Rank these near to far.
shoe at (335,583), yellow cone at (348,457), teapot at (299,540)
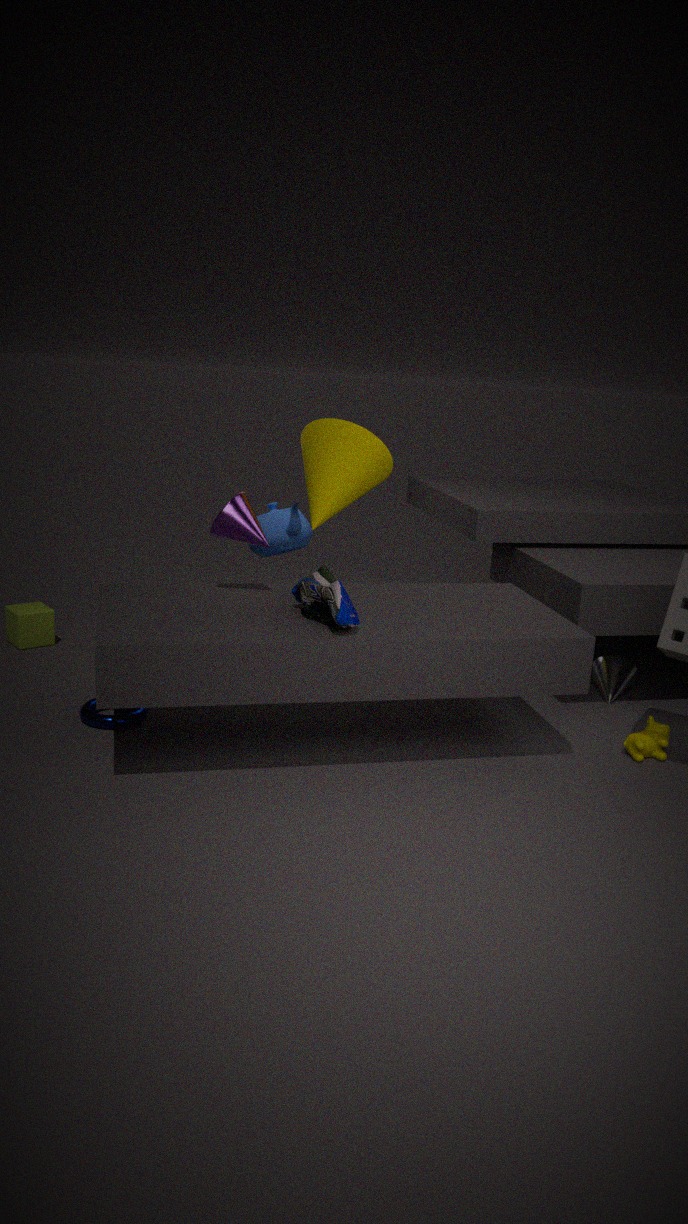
shoe at (335,583)
yellow cone at (348,457)
teapot at (299,540)
